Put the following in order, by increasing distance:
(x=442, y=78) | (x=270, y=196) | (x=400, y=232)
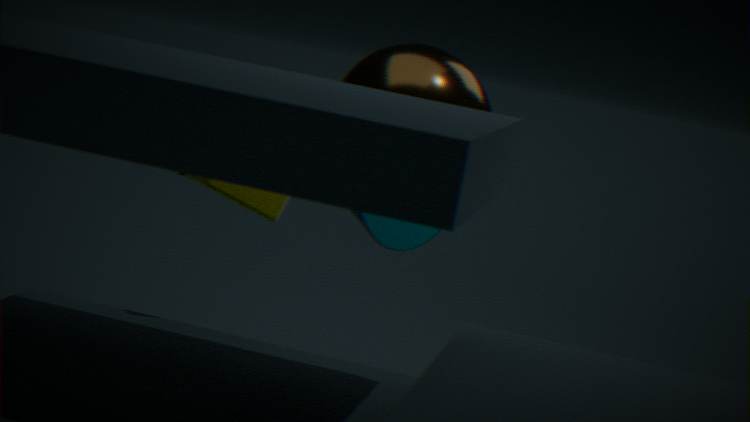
(x=270, y=196) < (x=442, y=78) < (x=400, y=232)
